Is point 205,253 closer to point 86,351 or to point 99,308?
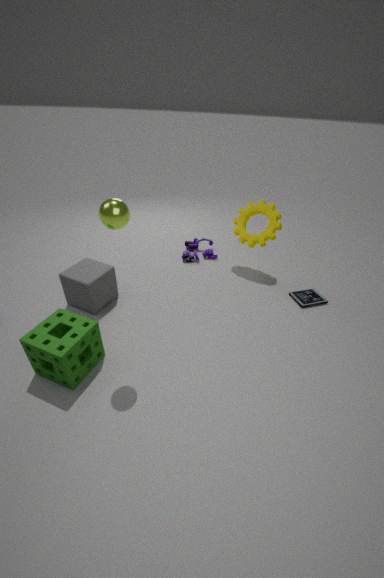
point 99,308
